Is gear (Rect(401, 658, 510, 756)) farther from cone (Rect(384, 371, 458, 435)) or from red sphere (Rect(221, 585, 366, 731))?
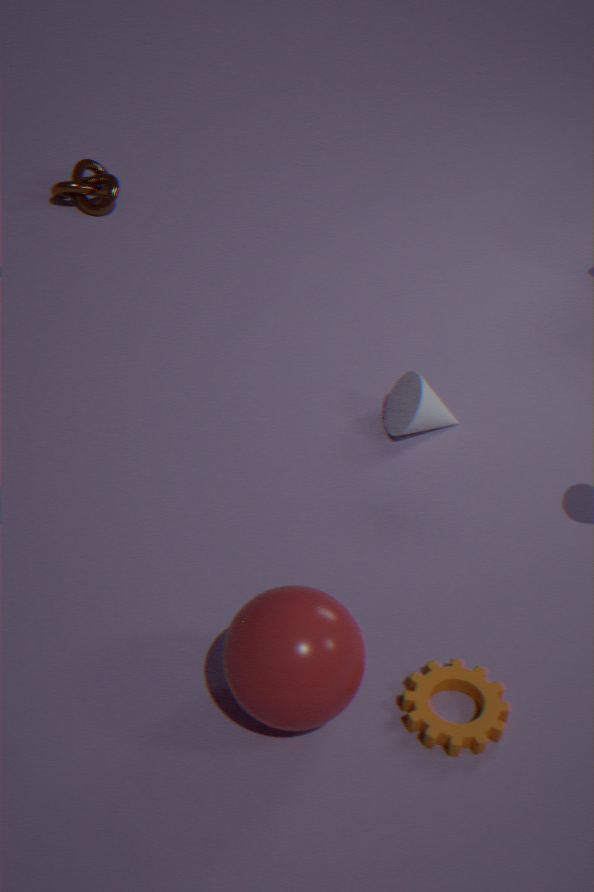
cone (Rect(384, 371, 458, 435))
